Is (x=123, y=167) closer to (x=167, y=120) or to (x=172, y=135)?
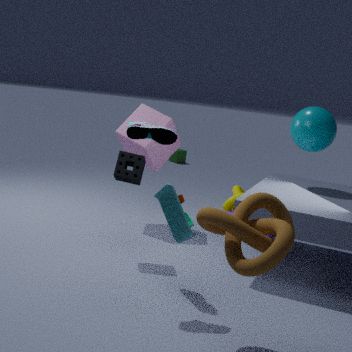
(x=172, y=135)
